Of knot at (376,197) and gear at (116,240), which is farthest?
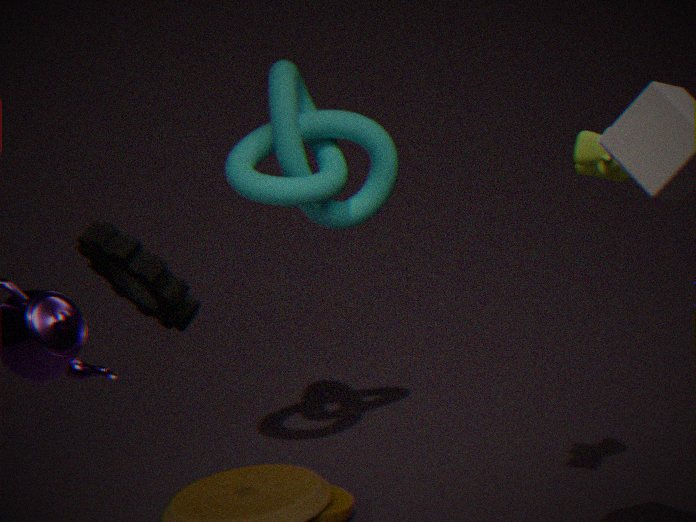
knot at (376,197)
